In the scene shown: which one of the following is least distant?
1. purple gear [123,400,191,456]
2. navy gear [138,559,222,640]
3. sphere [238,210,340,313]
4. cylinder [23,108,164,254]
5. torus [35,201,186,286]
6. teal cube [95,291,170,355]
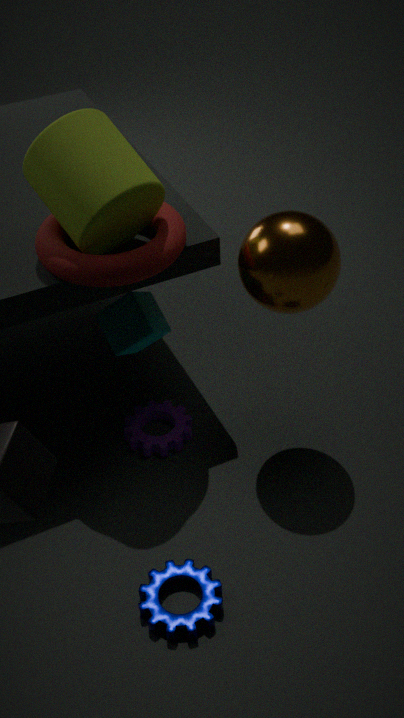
navy gear [138,559,222,640]
